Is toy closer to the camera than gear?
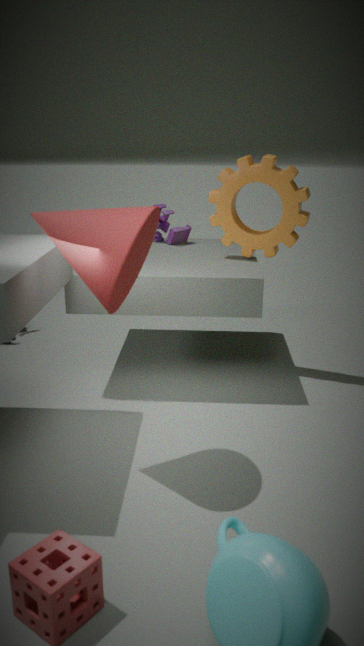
No
